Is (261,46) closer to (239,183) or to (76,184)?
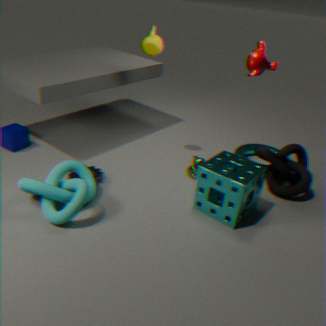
(239,183)
